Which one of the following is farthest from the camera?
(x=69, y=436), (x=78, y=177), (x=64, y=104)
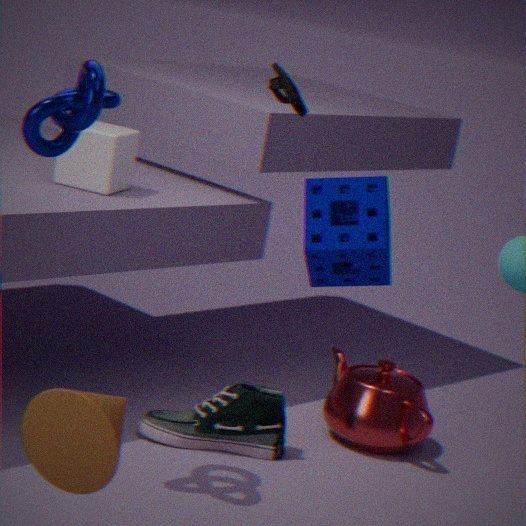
(x=78, y=177)
